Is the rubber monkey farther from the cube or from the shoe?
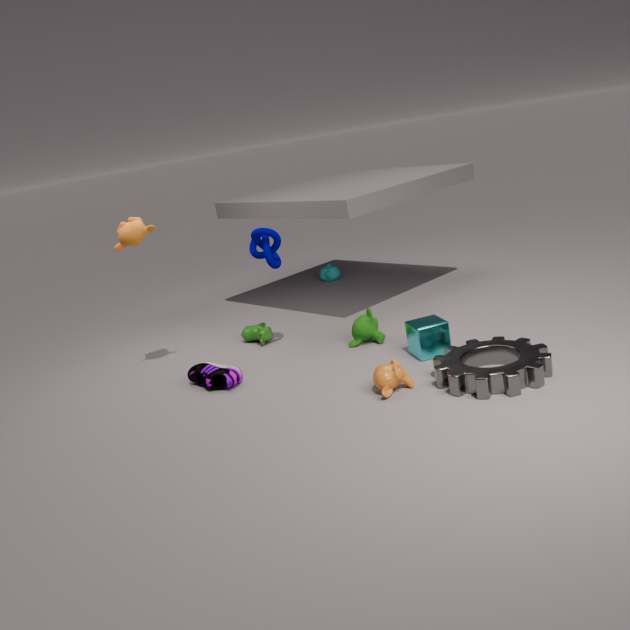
the cube
